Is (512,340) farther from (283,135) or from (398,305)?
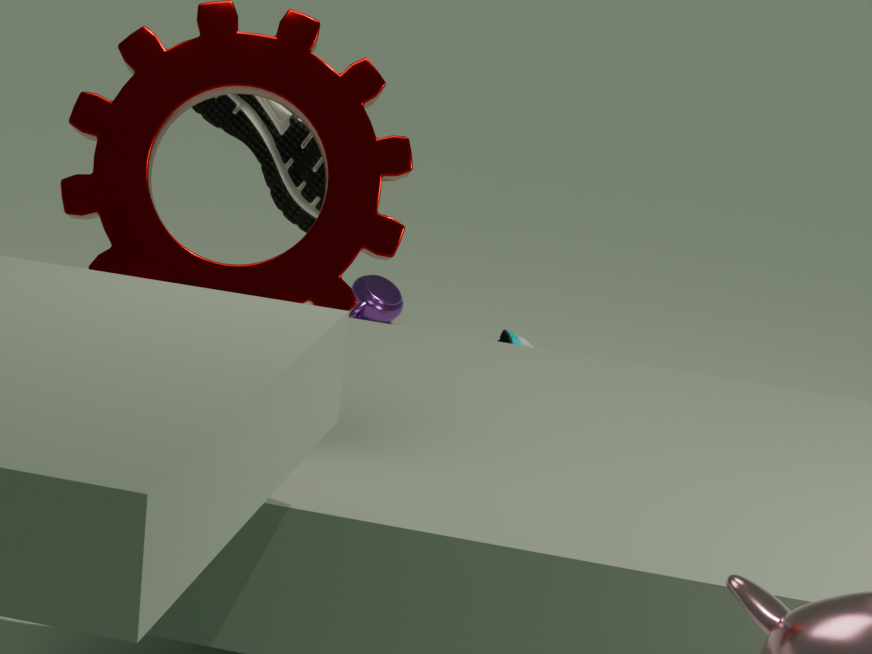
(283,135)
